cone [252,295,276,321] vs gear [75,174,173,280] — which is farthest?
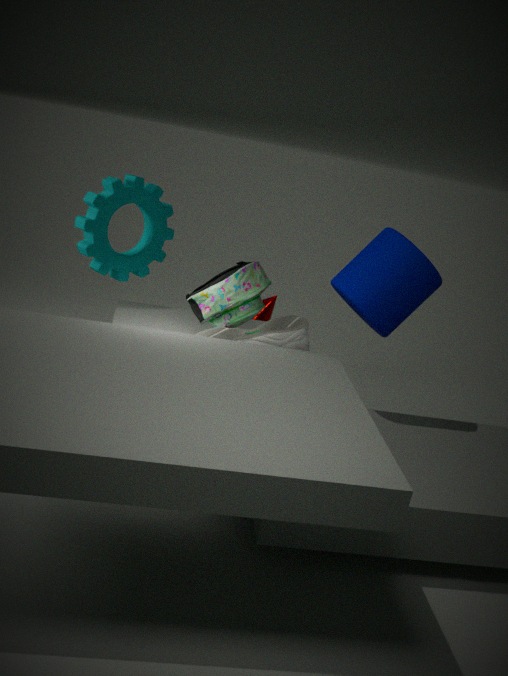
cone [252,295,276,321]
